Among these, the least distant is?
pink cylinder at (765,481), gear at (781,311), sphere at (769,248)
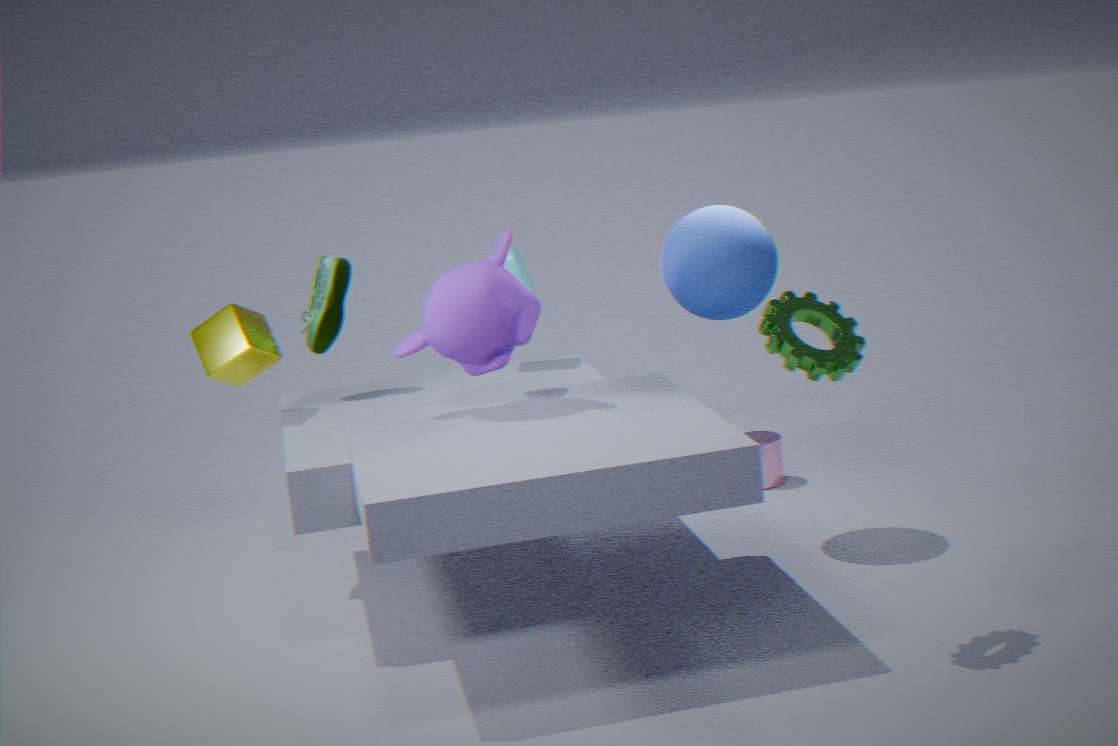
gear at (781,311)
